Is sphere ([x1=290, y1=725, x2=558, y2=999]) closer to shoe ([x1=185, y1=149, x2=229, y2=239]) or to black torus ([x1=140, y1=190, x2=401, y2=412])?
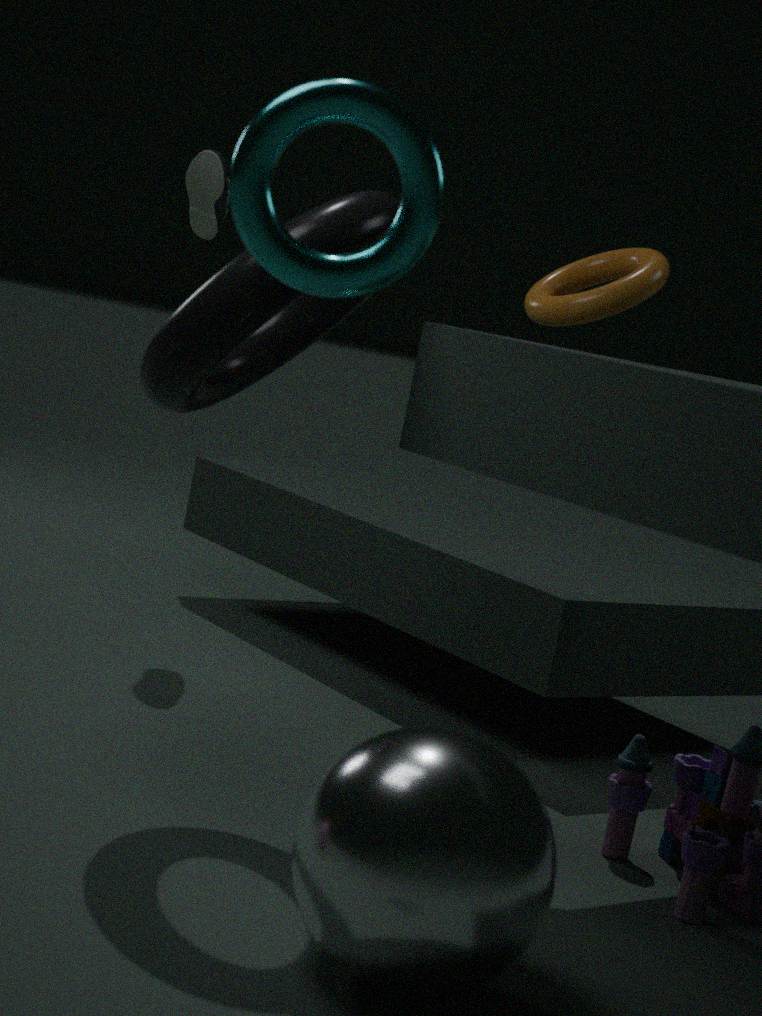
black torus ([x1=140, y1=190, x2=401, y2=412])
